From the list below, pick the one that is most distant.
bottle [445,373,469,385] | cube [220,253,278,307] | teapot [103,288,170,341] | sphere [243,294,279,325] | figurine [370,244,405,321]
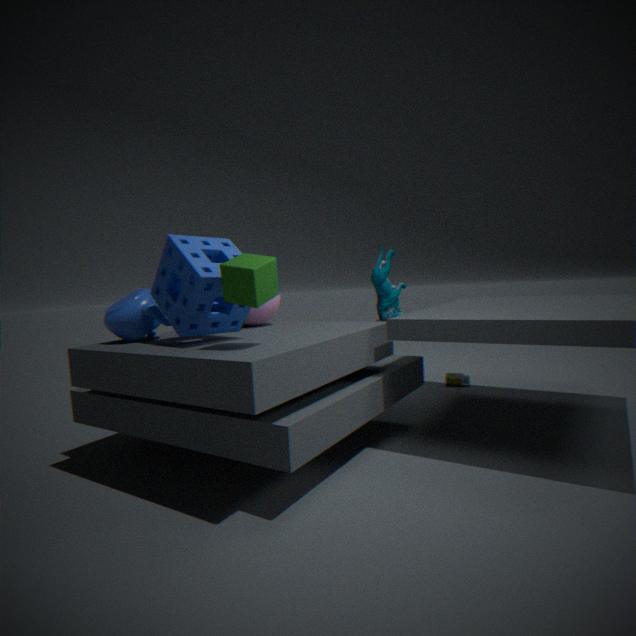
bottle [445,373,469,385]
